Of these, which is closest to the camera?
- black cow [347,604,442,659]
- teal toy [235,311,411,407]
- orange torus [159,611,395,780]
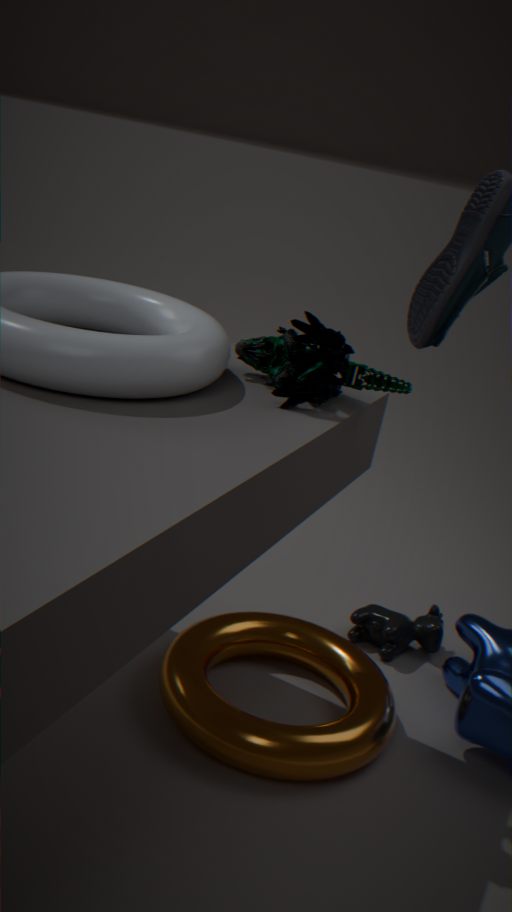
teal toy [235,311,411,407]
